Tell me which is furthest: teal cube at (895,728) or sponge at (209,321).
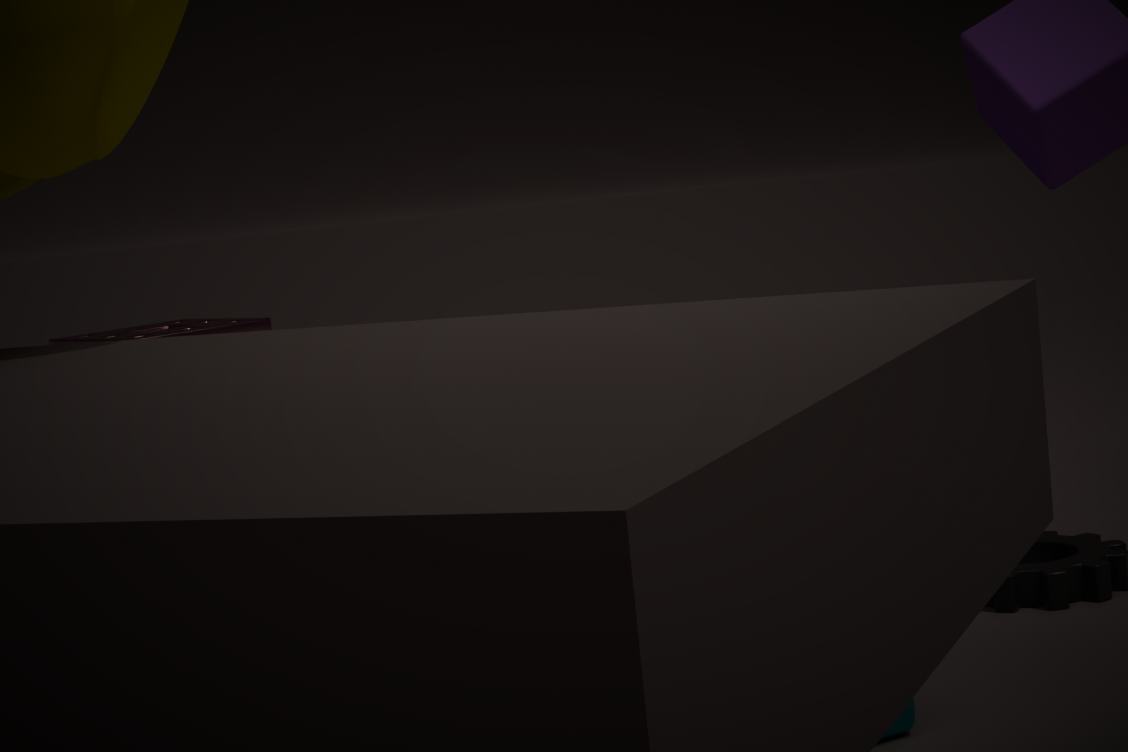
sponge at (209,321)
